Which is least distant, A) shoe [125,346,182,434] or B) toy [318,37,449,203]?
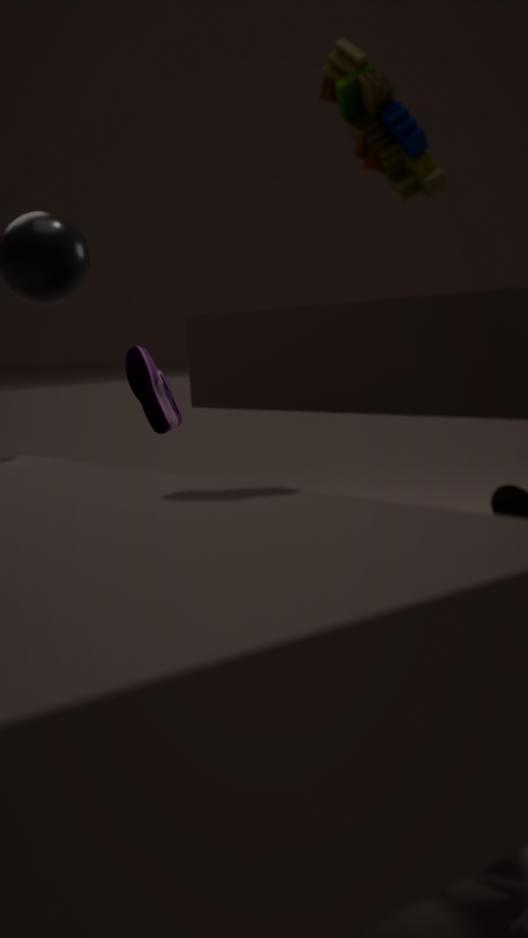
B. toy [318,37,449,203]
